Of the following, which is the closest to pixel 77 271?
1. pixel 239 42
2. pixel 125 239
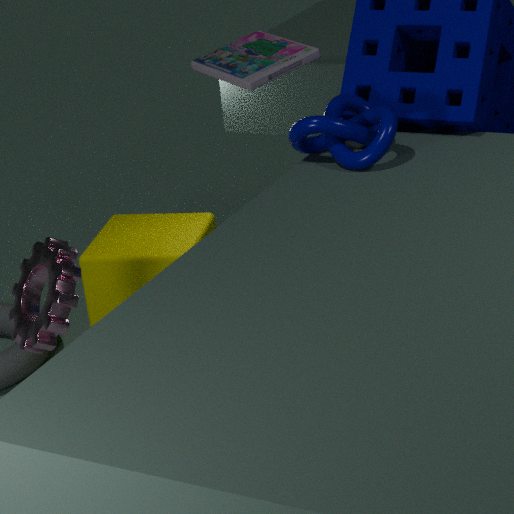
pixel 239 42
